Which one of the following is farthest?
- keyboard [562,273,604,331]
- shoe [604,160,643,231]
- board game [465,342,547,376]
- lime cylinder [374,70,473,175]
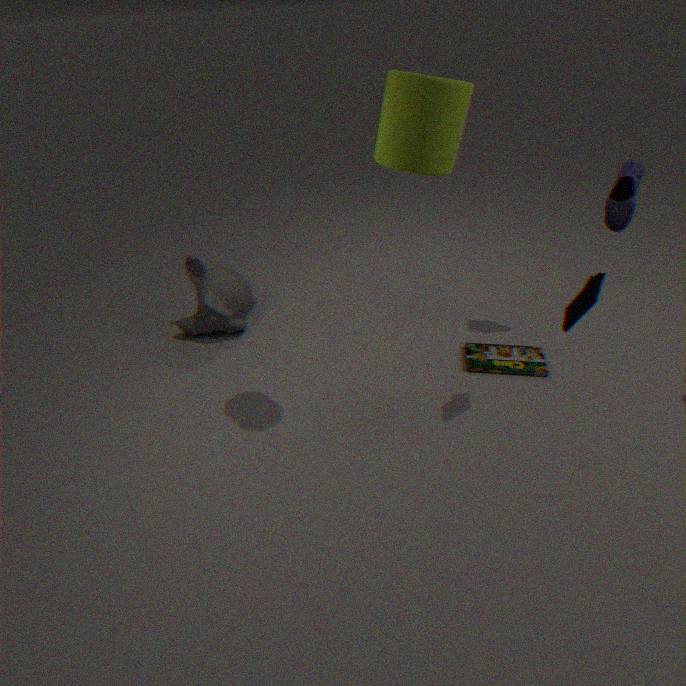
board game [465,342,547,376]
